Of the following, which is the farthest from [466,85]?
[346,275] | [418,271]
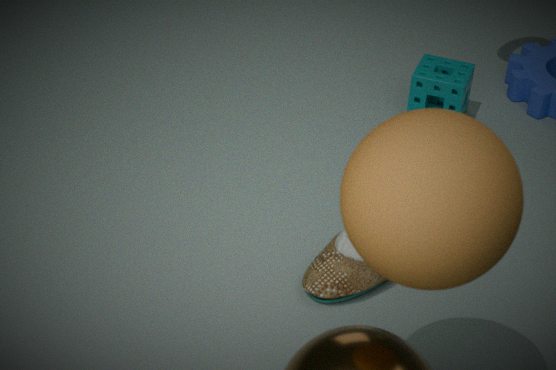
[418,271]
